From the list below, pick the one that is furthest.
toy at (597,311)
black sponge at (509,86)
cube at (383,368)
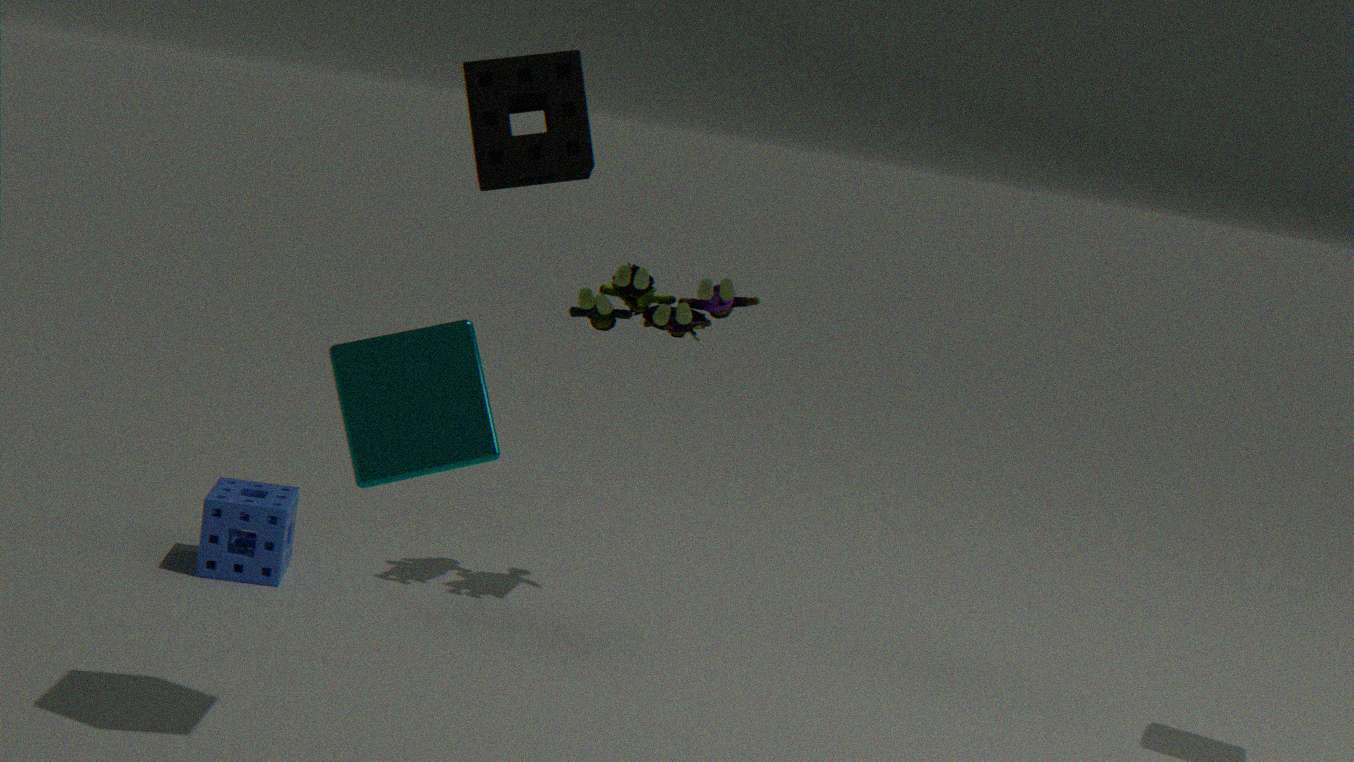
toy at (597,311)
